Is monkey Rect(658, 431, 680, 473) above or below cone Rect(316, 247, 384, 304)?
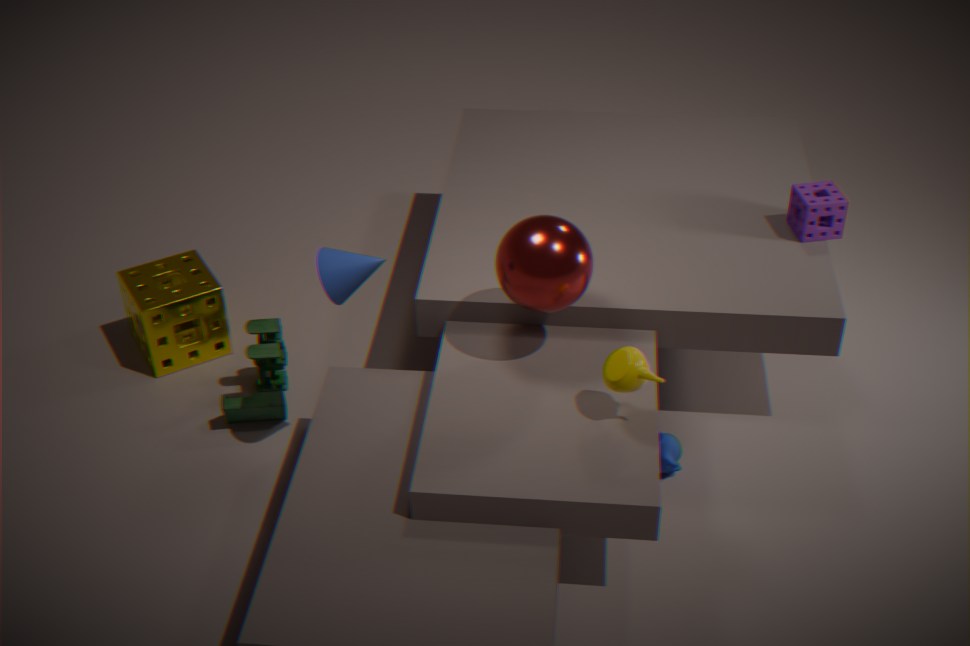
below
